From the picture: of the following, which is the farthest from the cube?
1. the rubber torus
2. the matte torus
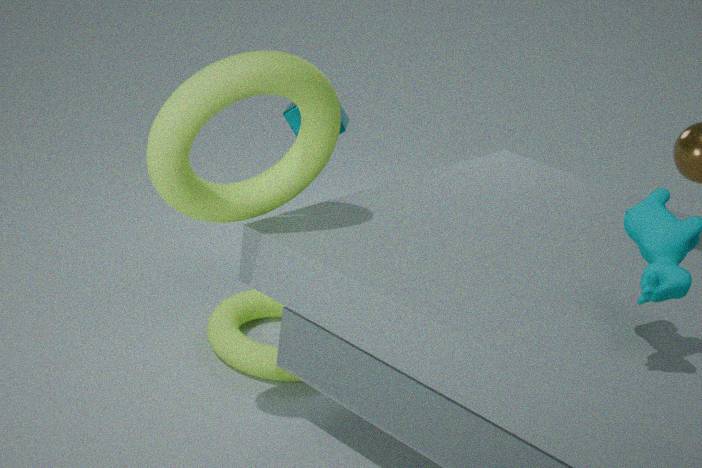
the rubber torus
